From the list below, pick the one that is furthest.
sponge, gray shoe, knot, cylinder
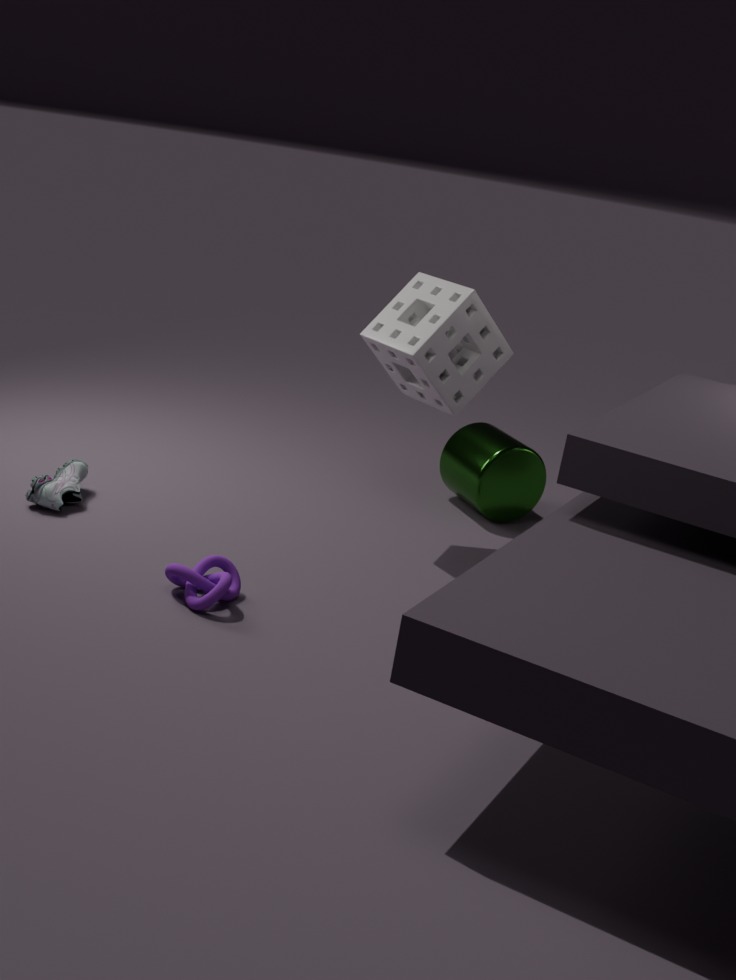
cylinder
